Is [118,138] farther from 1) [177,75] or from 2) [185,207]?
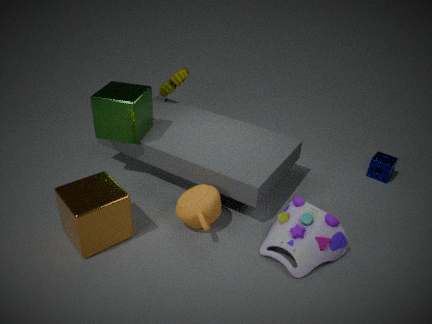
2) [185,207]
